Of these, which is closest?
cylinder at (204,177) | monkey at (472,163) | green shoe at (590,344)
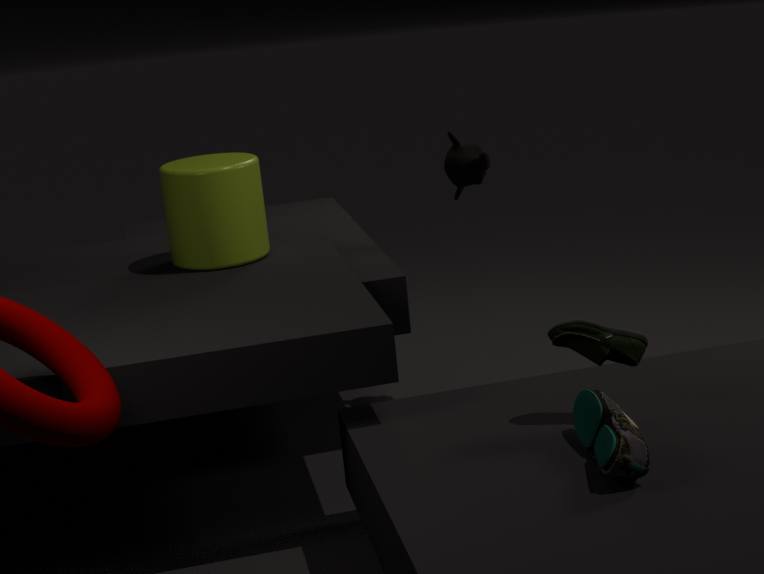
green shoe at (590,344)
